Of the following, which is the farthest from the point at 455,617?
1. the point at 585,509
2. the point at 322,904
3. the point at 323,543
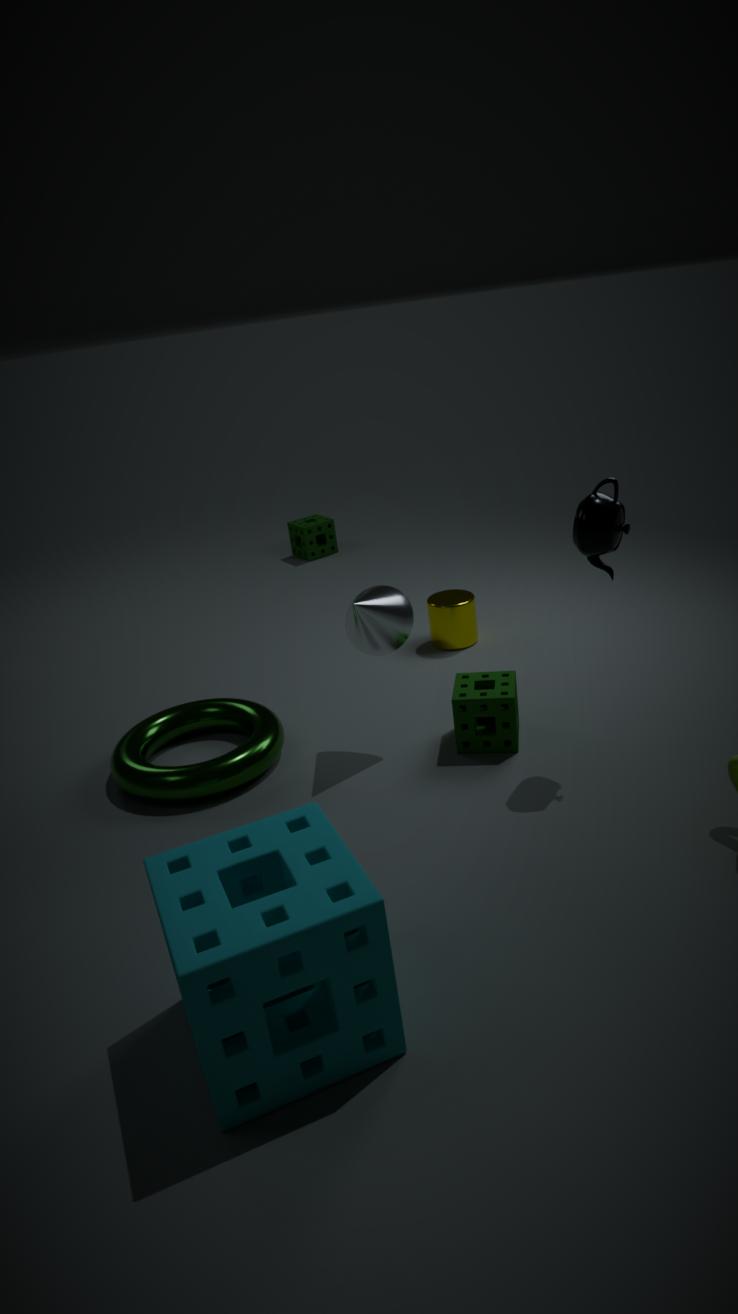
the point at 322,904
